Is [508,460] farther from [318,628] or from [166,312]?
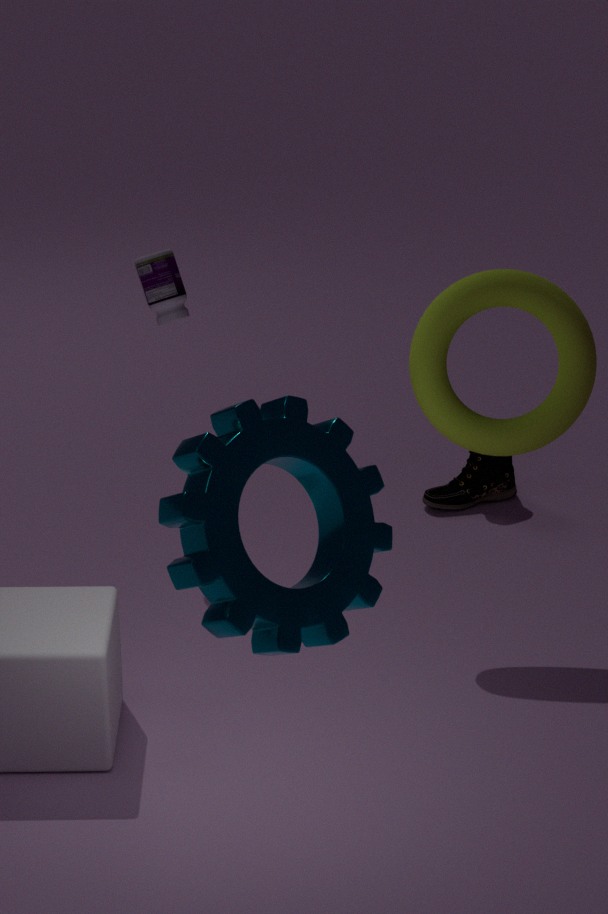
[318,628]
